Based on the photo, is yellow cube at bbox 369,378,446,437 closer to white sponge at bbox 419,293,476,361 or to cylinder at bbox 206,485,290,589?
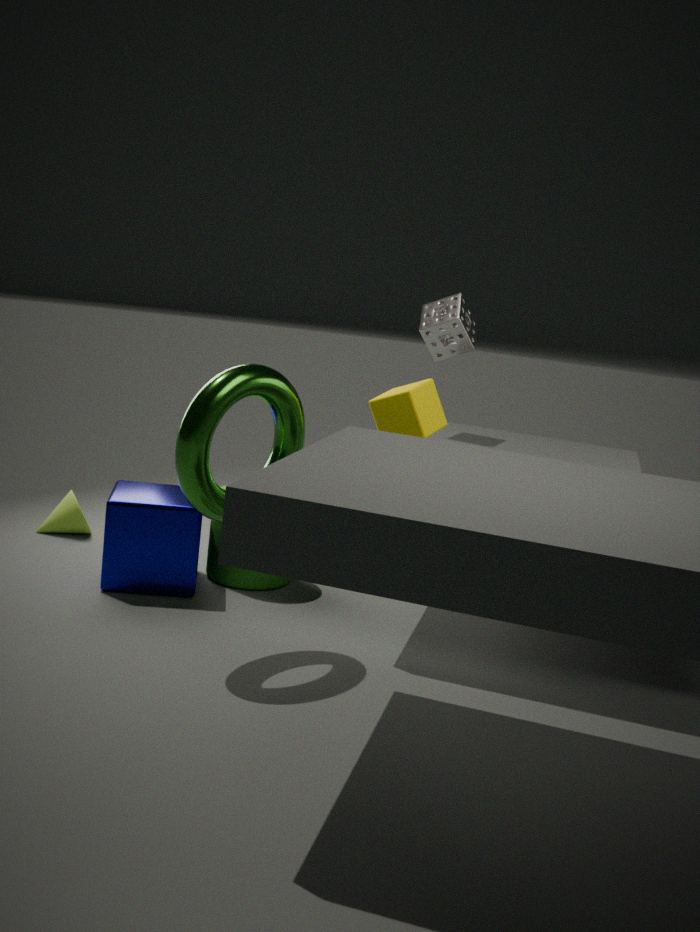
white sponge at bbox 419,293,476,361
